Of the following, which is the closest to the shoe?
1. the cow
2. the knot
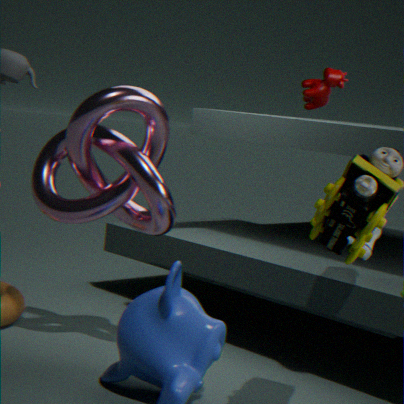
the knot
